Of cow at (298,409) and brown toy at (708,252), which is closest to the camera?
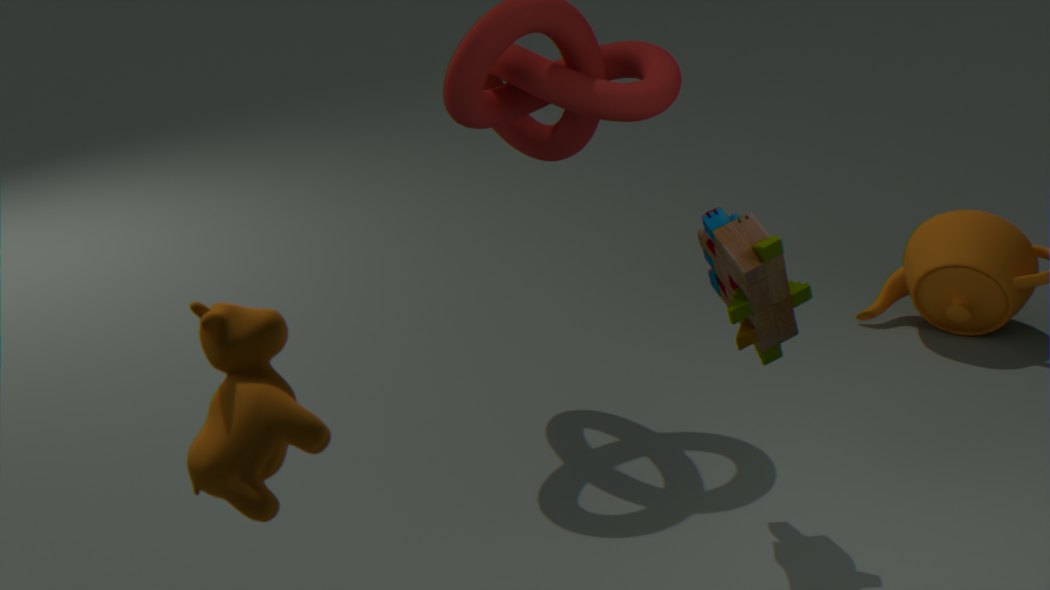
cow at (298,409)
